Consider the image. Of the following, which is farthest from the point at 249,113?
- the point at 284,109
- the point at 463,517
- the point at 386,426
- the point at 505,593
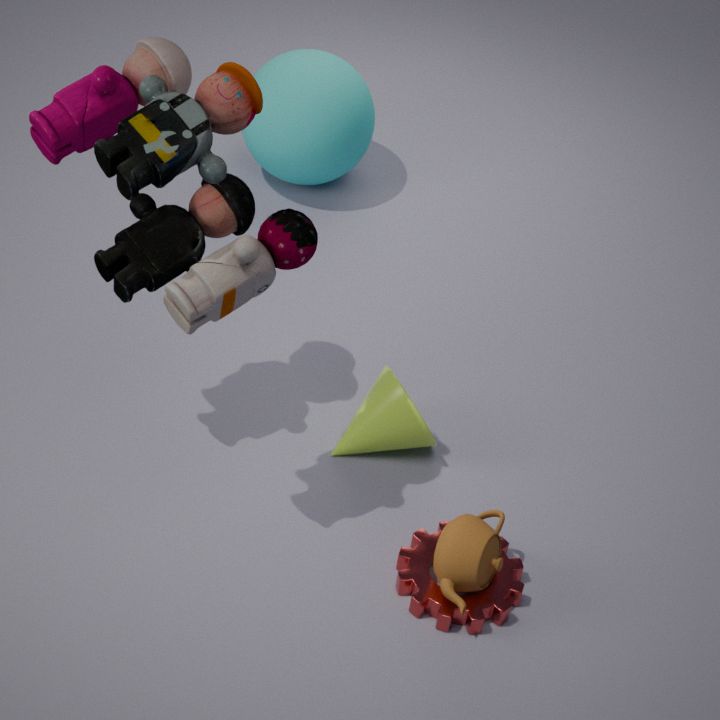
the point at 284,109
